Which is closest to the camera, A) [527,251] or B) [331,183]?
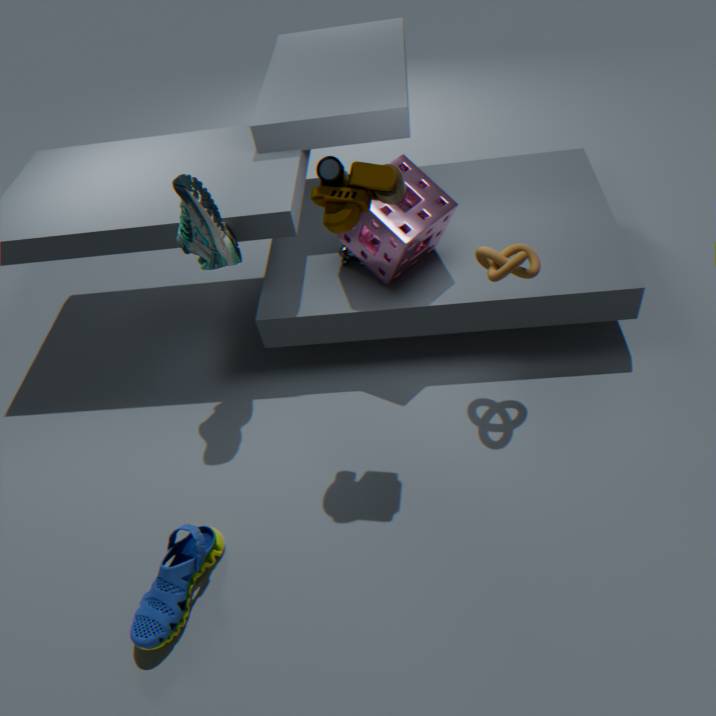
B. [331,183]
